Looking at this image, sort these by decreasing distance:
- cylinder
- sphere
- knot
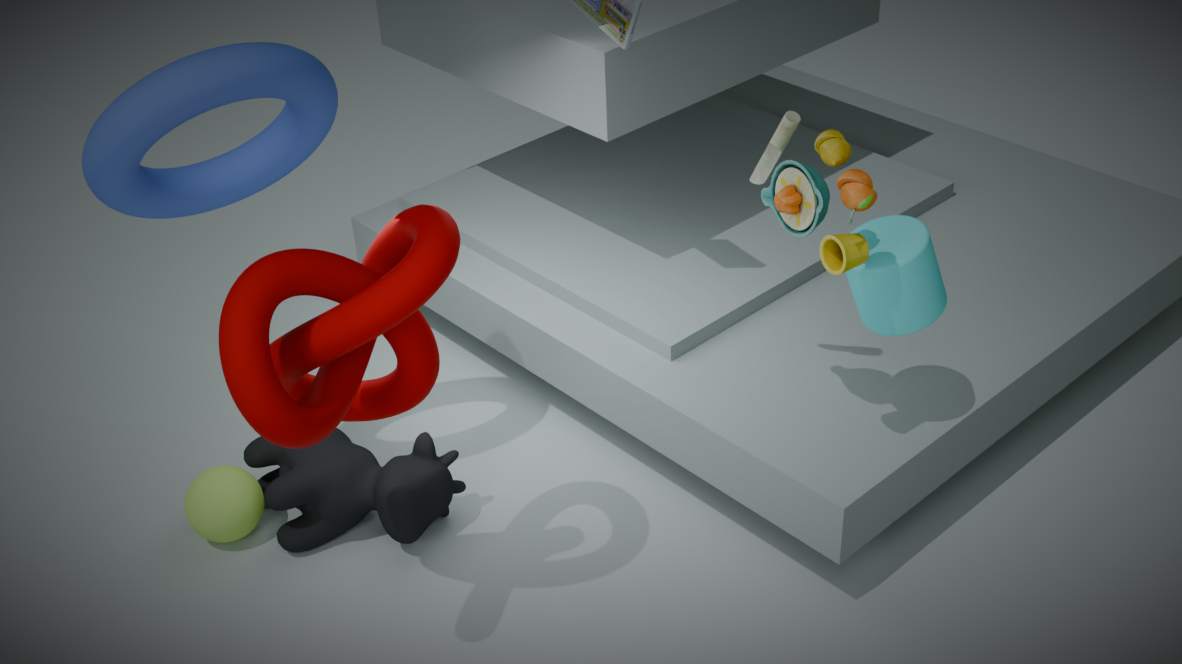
sphere < cylinder < knot
